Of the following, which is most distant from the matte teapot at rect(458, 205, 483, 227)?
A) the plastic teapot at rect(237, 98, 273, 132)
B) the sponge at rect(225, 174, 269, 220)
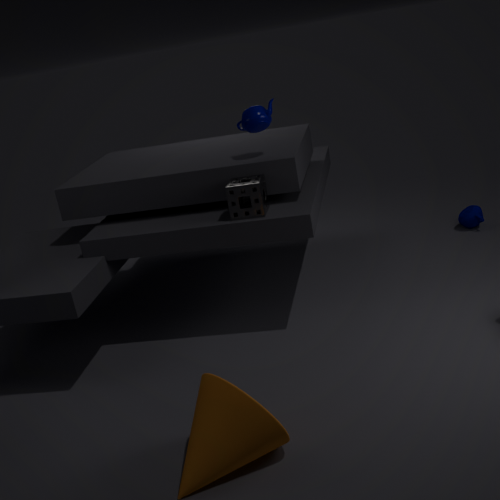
the plastic teapot at rect(237, 98, 273, 132)
